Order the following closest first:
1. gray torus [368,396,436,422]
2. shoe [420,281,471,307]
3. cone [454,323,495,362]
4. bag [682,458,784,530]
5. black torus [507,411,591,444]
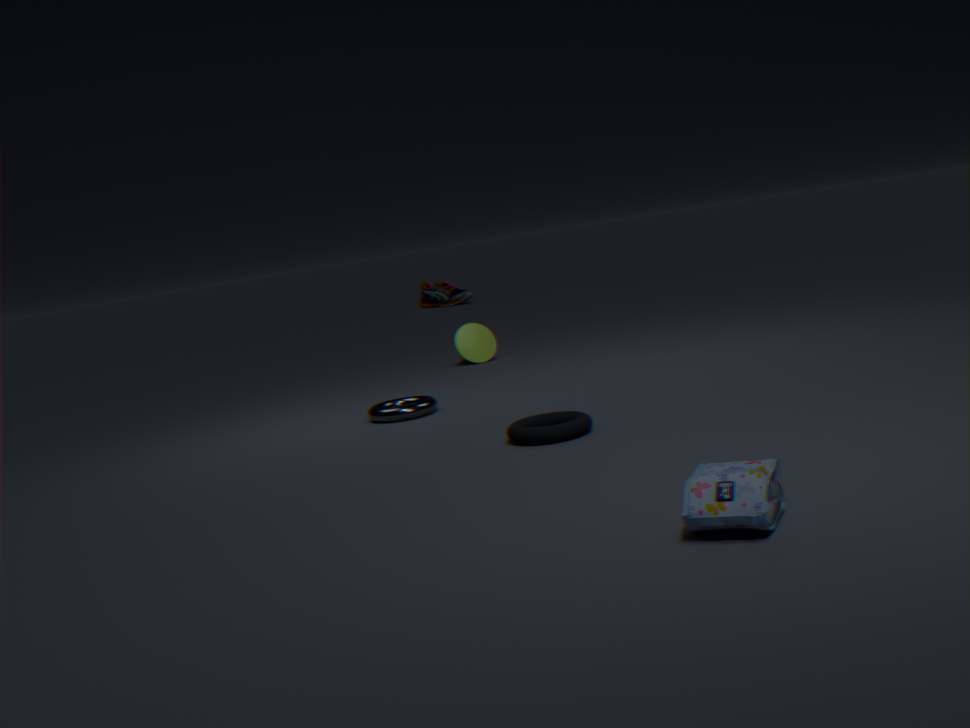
1. bag [682,458,784,530]
2. black torus [507,411,591,444]
3. gray torus [368,396,436,422]
4. cone [454,323,495,362]
5. shoe [420,281,471,307]
